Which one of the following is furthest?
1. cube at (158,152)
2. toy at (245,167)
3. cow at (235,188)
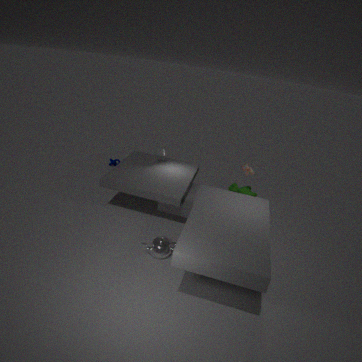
A: cube at (158,152)
